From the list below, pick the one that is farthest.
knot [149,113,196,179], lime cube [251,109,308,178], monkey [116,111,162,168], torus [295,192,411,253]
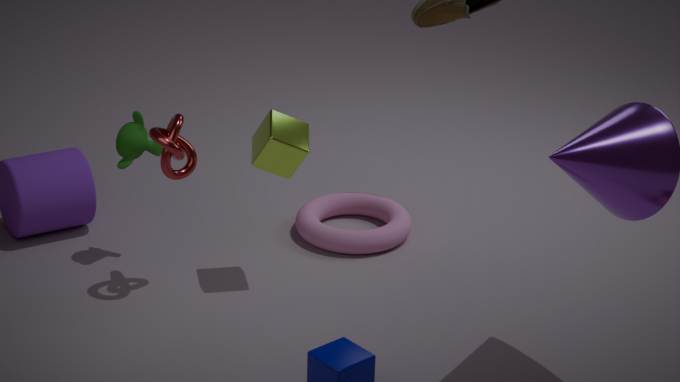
torus [295,192,411,253]
